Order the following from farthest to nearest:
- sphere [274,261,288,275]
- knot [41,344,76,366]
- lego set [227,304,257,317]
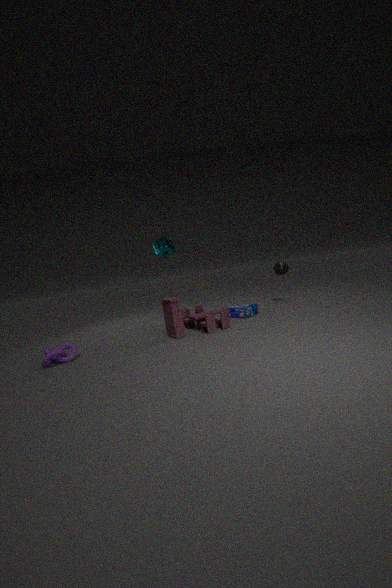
sphere [274,261,288,275]
lego set [227,304,257,317]
knot [41,344,76,366]
